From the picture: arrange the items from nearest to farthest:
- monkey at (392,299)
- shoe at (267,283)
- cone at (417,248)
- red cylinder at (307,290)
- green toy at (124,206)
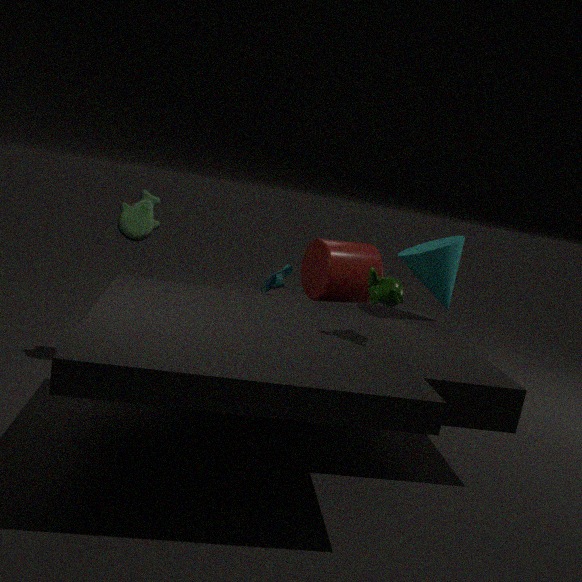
monkey at (392,299), red cylinder at (307,290), green toy at (124,206), cone at (417,248), shoe at (267,283)
